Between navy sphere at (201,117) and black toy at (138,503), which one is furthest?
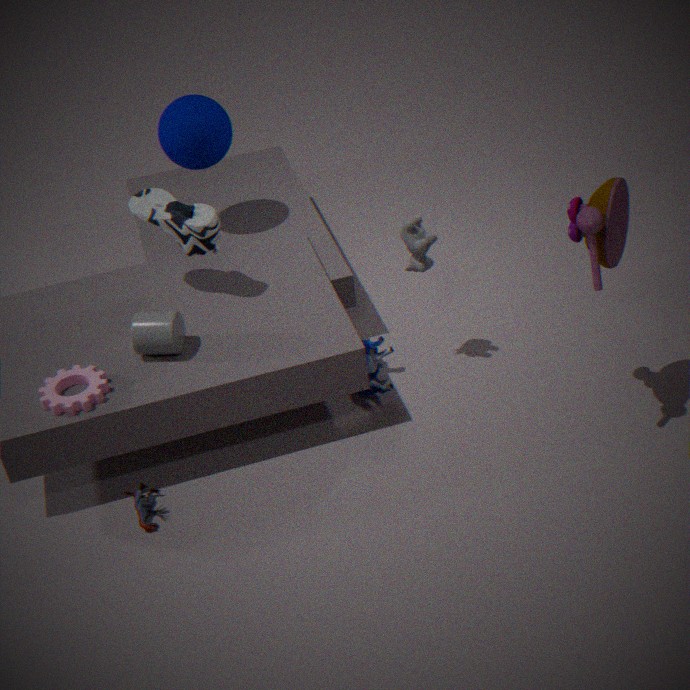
navy sphere at (201,117)
